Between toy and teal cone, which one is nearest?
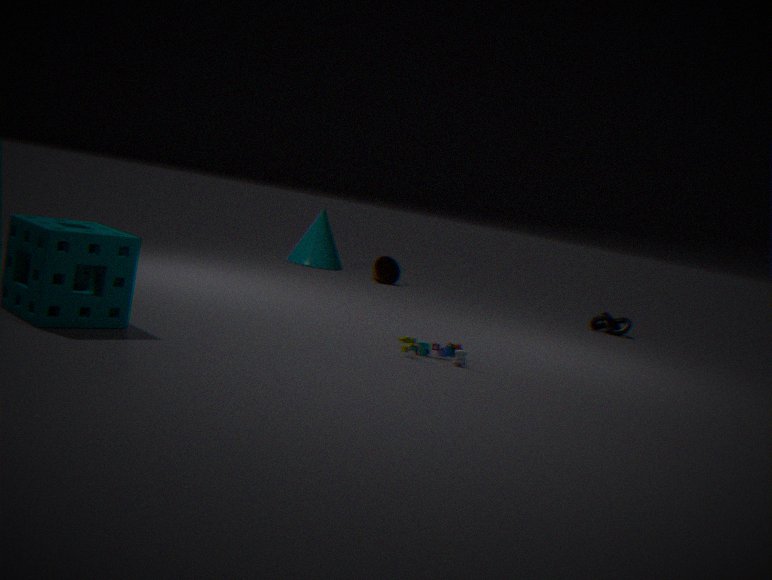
toy
